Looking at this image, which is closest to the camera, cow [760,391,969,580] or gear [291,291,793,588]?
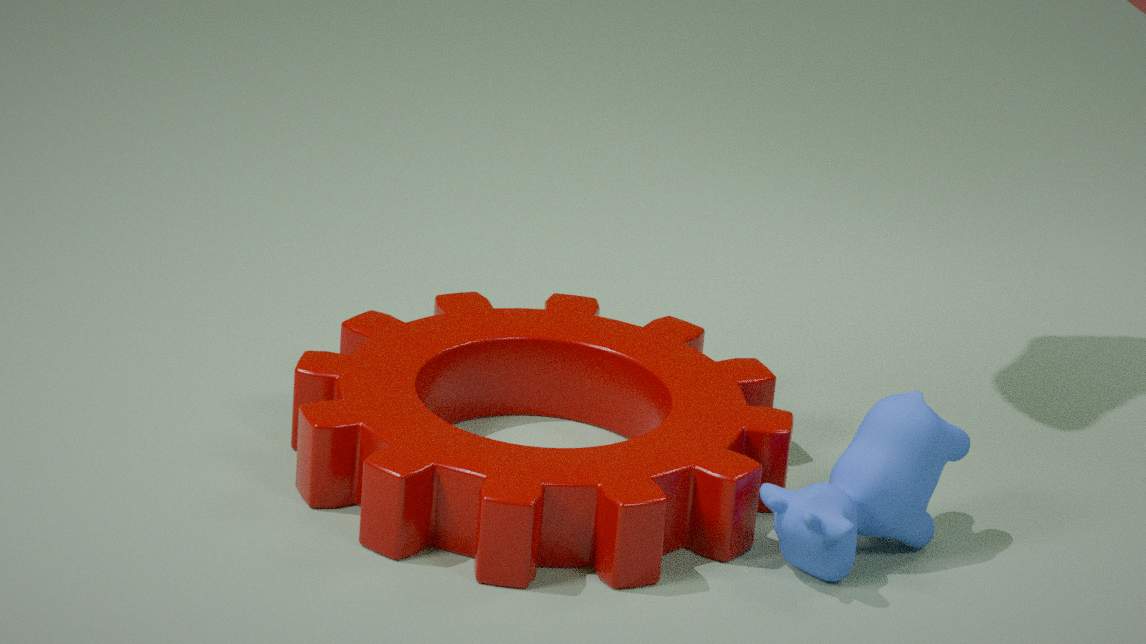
gear [291,291,793,588]
